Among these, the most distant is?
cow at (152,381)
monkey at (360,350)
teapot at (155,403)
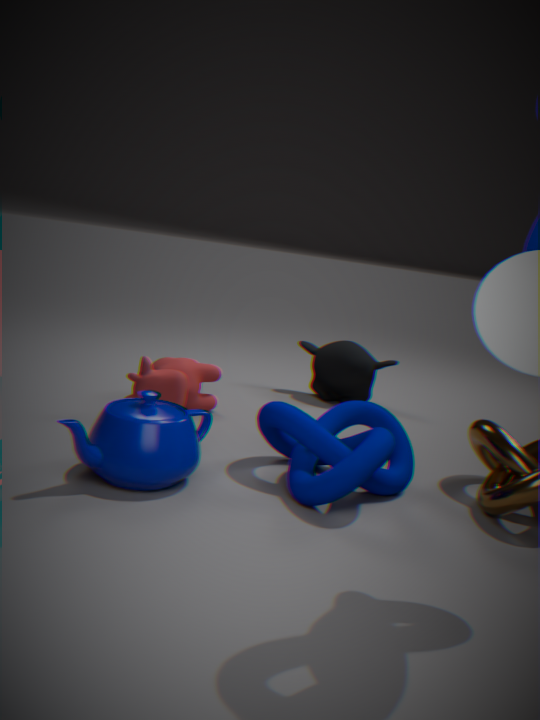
monkey at (360,350)
